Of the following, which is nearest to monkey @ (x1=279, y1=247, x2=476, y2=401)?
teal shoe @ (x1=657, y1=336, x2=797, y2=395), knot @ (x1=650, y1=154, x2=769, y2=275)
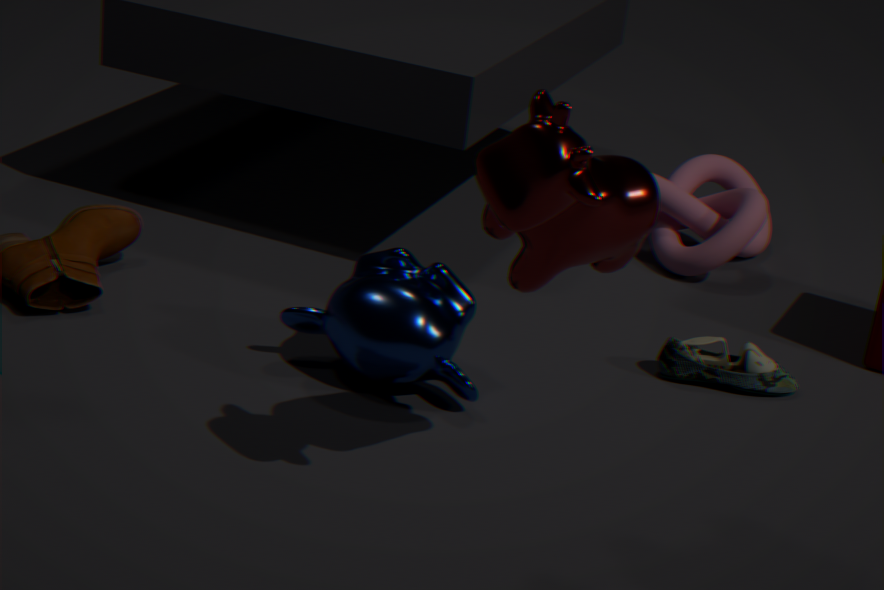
teal shoe @ (x1=657, y1=336, x2=797, y2=395)
